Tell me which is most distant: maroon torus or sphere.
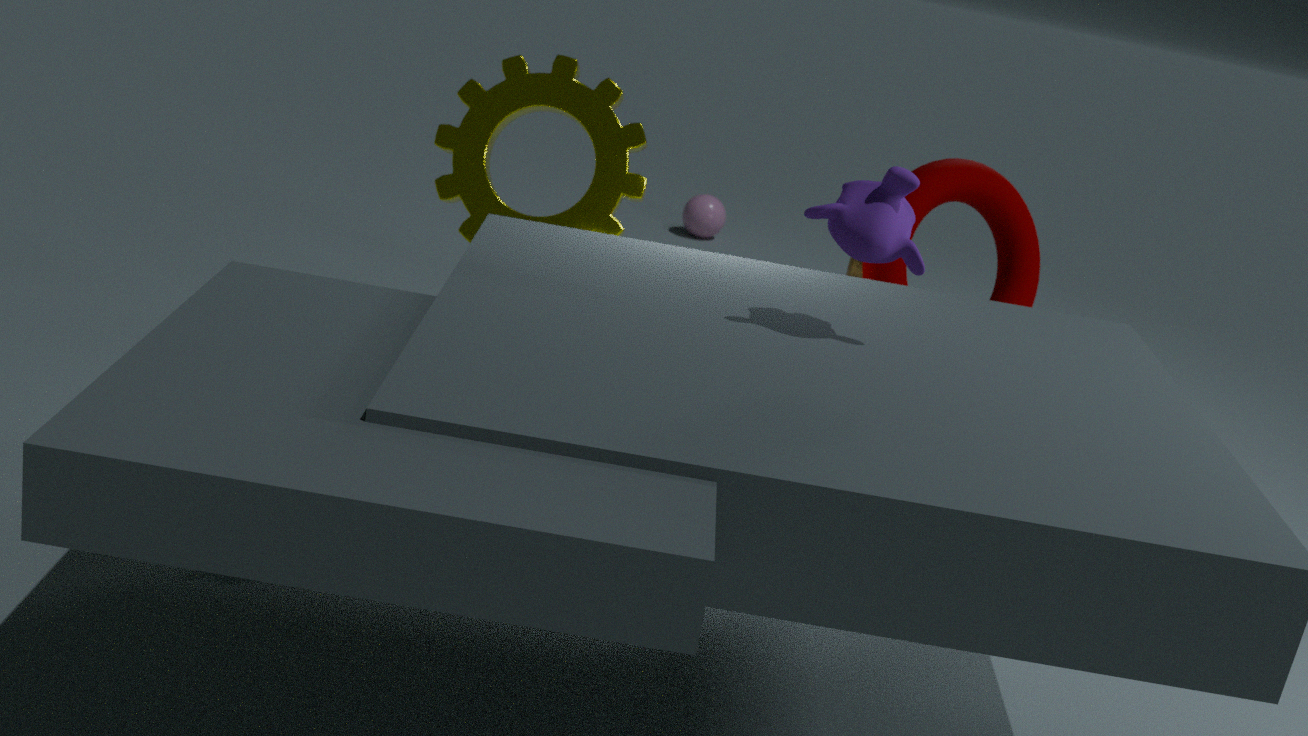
sphere
